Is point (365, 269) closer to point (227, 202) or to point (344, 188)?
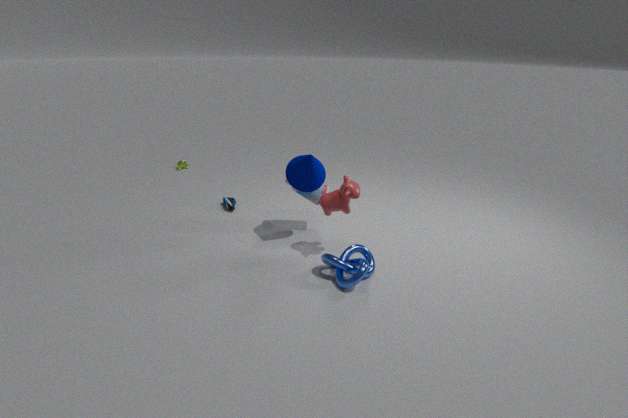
point (344, 188)
